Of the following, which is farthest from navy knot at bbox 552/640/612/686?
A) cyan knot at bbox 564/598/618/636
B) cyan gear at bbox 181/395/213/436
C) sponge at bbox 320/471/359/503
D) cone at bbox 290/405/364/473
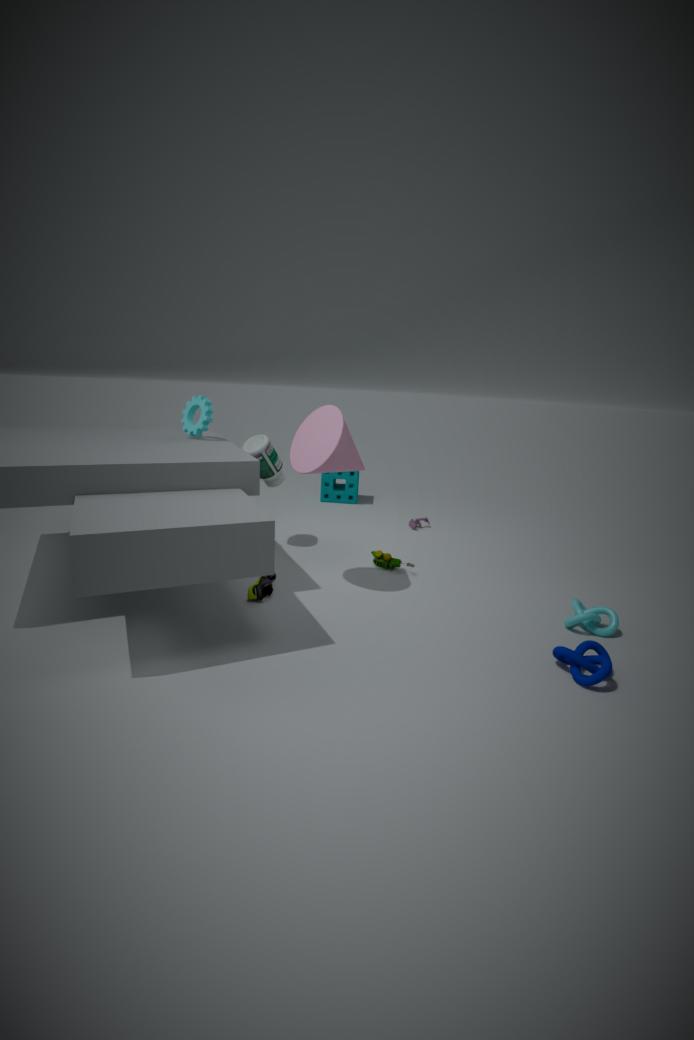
sponge at bbox 320/471/359/503
